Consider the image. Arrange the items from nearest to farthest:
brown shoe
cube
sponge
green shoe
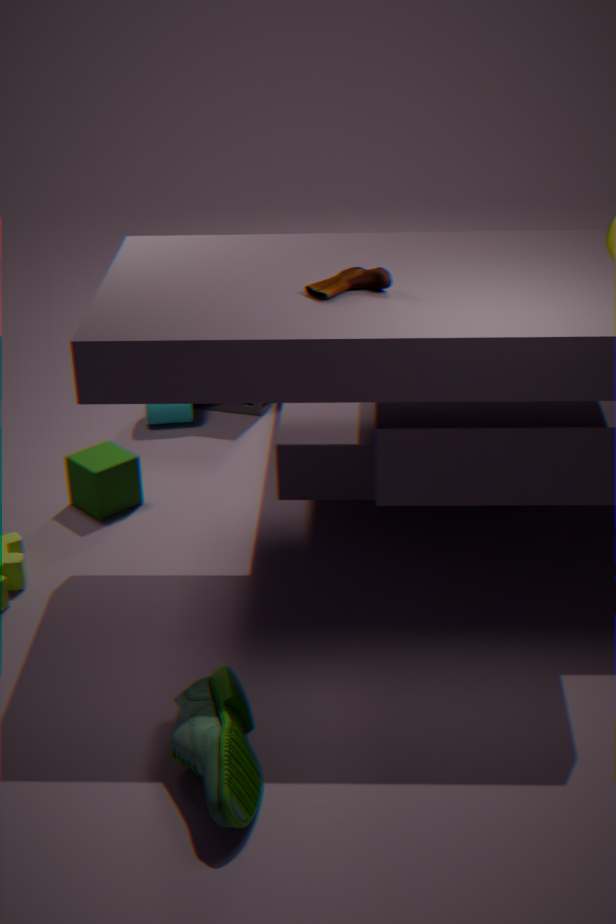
green shoe
brown shoe
cube
sponge
